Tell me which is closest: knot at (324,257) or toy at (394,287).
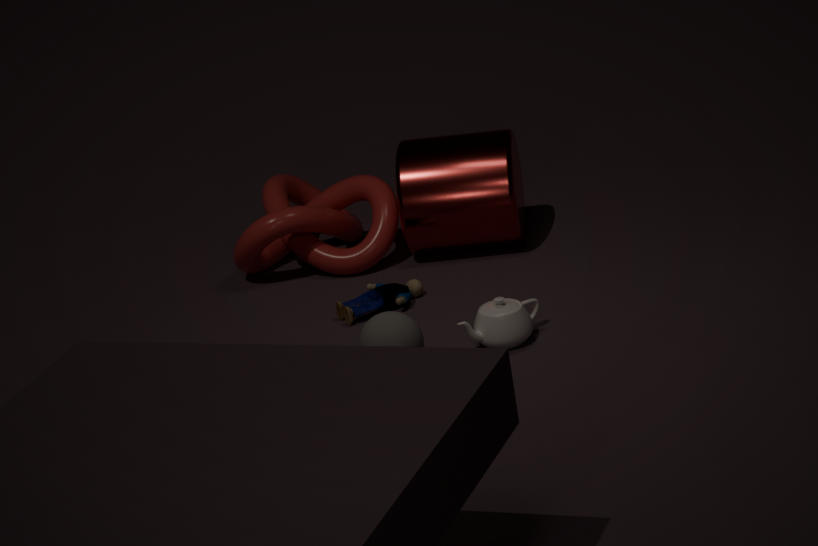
toy at (394,287)
